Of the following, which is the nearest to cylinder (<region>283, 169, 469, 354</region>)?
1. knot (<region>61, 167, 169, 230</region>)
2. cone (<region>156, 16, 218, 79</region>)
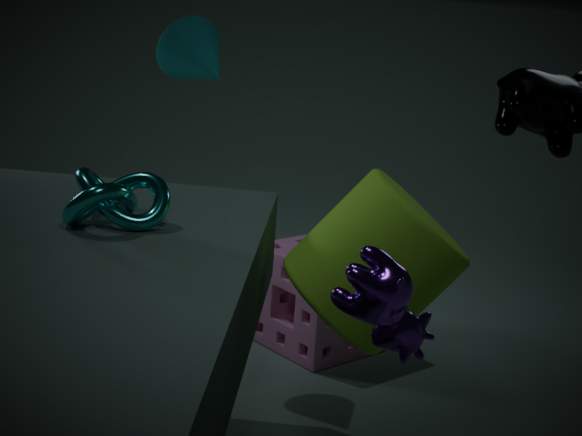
knot (<region>61, 167, 169, 230</region>)
